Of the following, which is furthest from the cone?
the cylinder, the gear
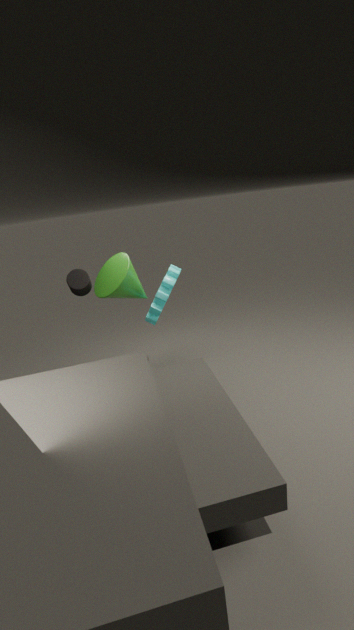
the gear
